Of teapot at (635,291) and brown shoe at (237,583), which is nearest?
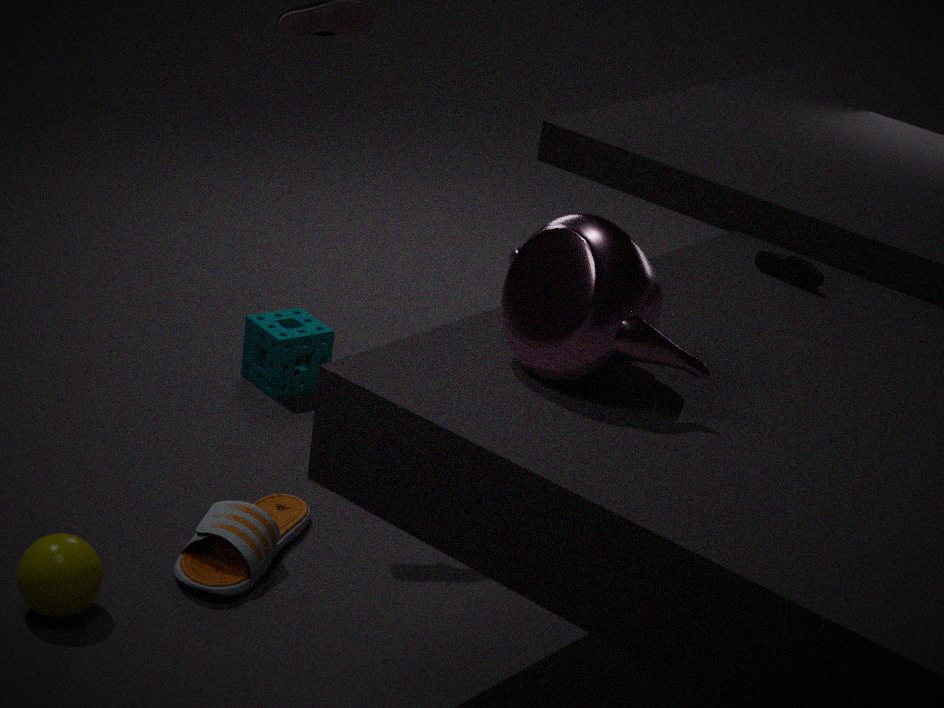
teapot at (635,291)
